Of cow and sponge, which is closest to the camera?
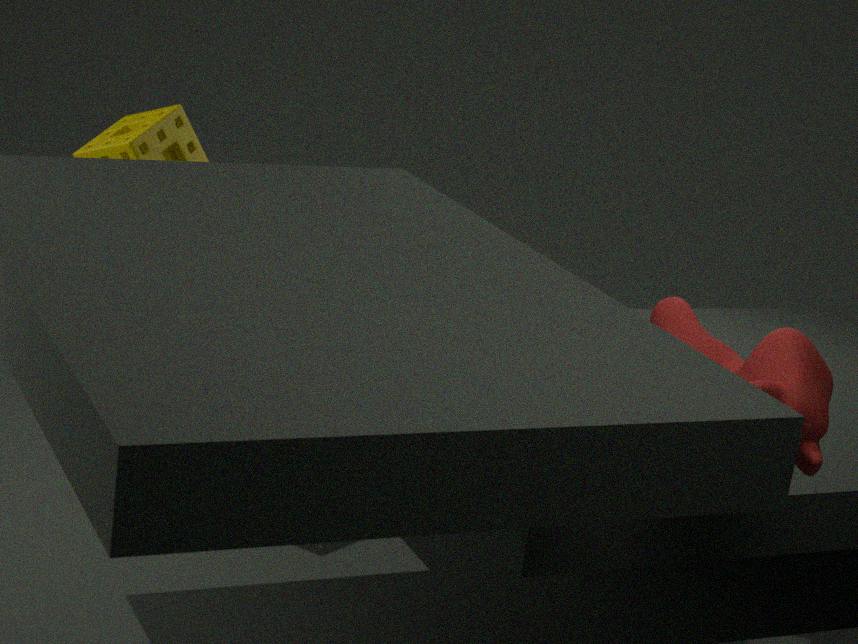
cow
